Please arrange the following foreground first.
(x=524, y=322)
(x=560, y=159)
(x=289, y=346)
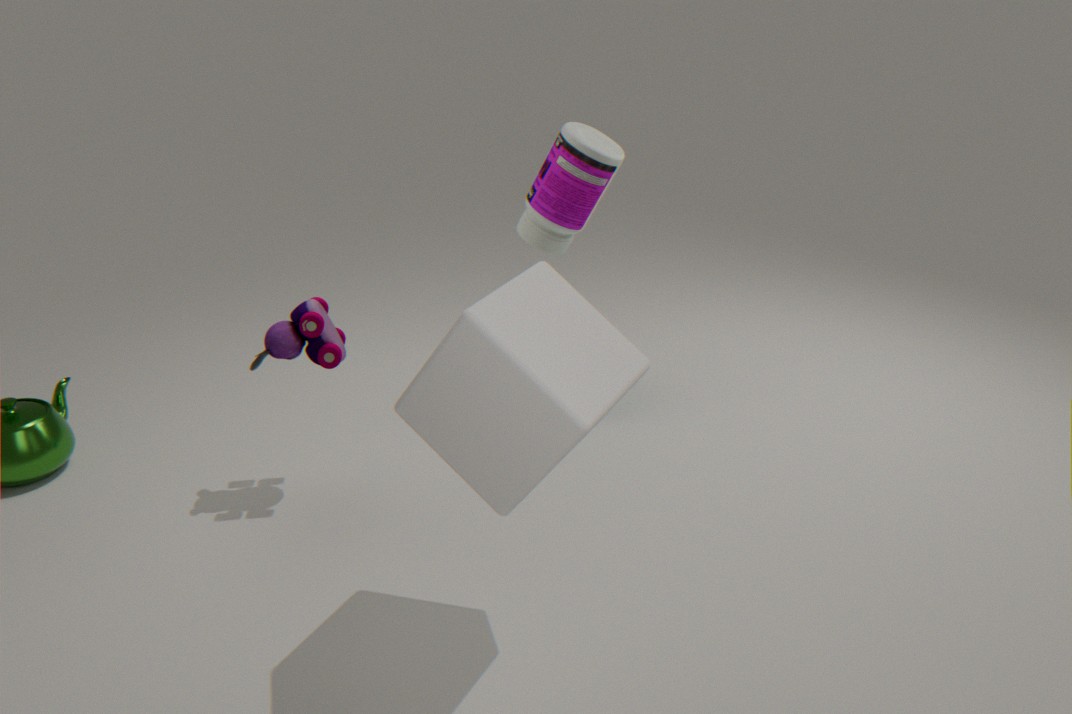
(x=524, y=322) → (x=289, y=346) → (x=560, y=159)
